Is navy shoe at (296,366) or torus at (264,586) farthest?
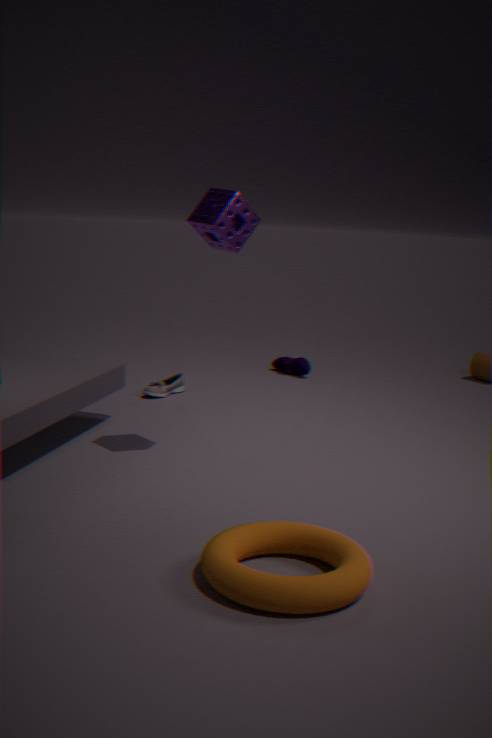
navy shoe at (296,366)
